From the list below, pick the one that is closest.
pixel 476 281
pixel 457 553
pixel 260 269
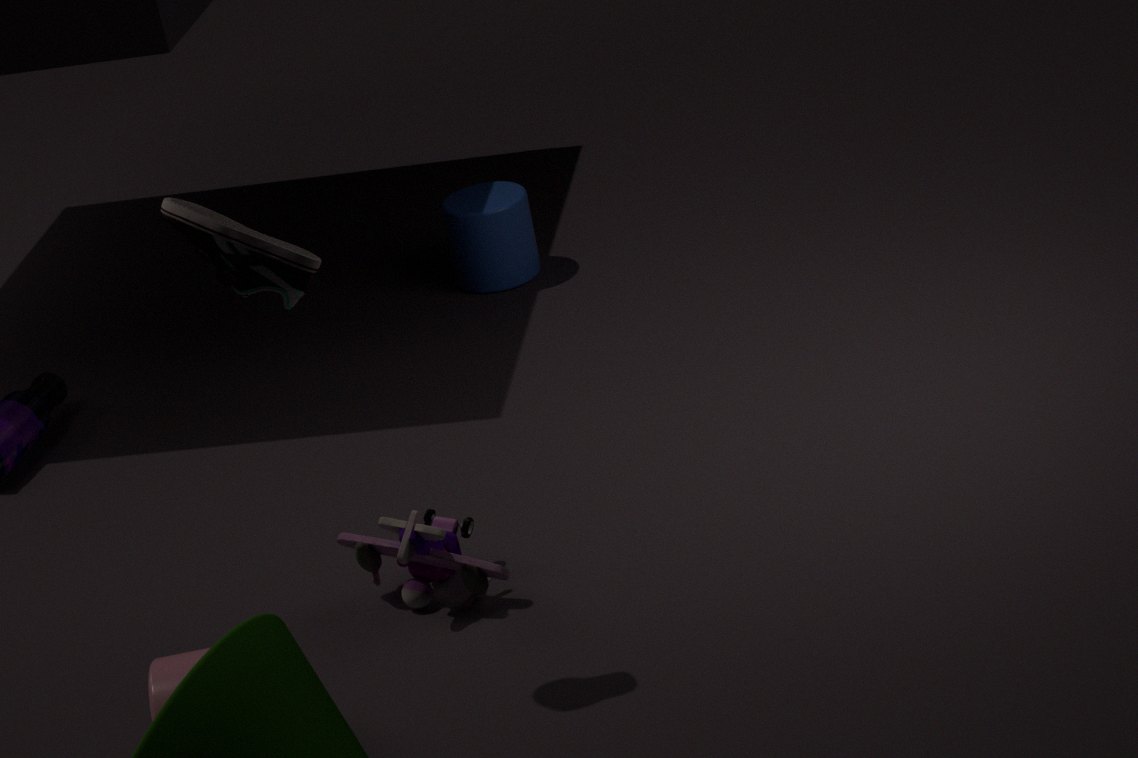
pixel 260 269
